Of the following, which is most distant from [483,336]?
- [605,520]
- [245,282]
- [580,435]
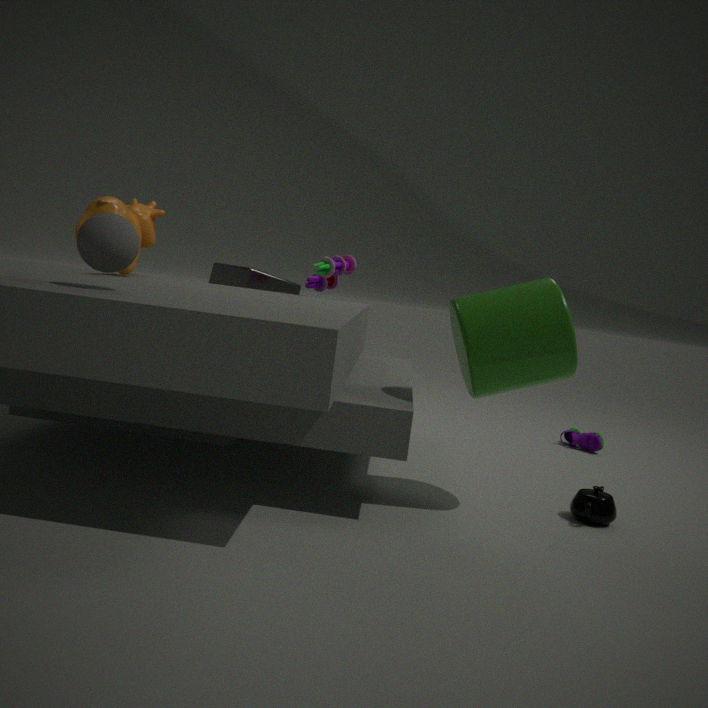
[245,282]
